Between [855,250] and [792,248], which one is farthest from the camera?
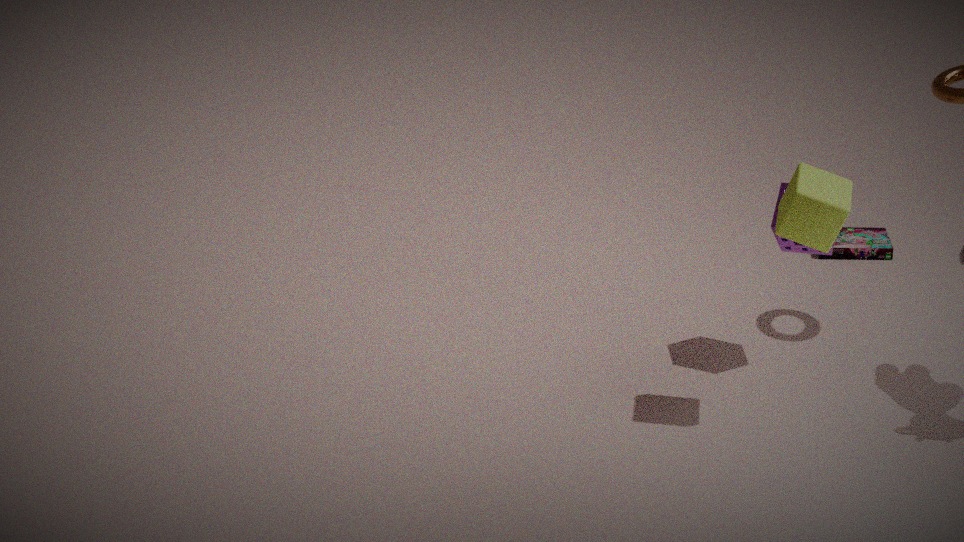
[855,250]
